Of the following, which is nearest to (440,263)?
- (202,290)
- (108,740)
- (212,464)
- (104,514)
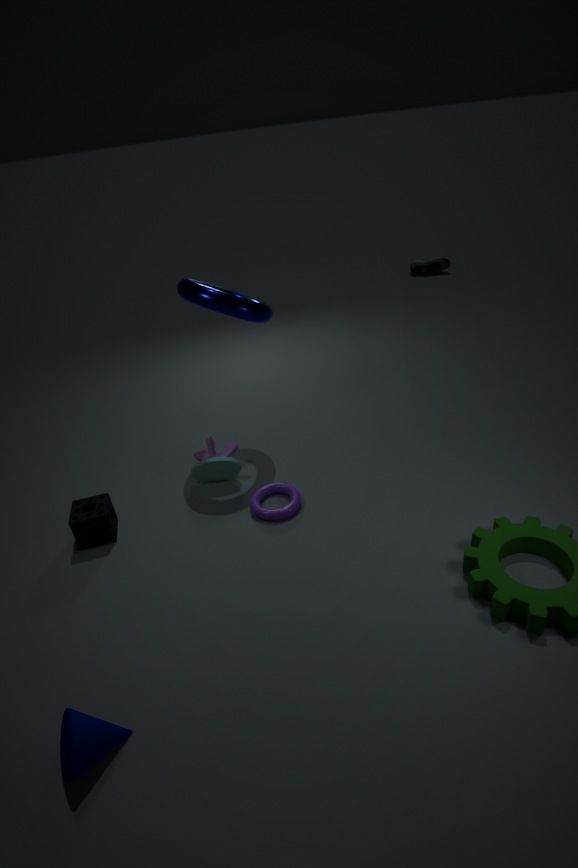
(202,290)
